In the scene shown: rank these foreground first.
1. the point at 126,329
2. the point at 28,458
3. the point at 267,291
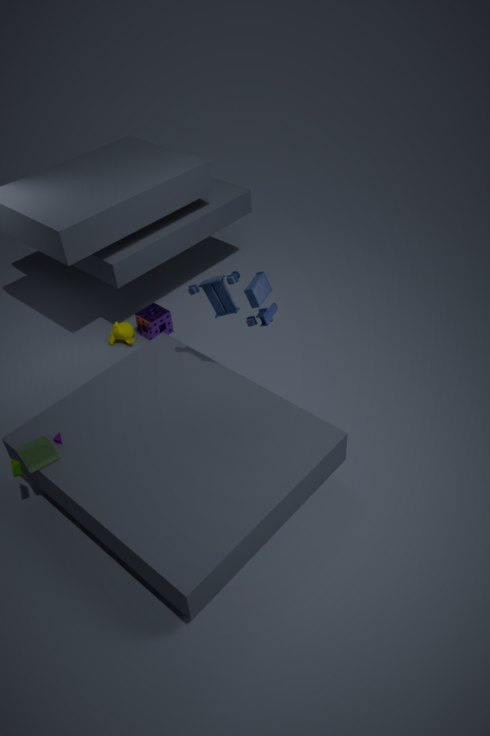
the point at 28,458
the point at 267,291
the point at 126,329
